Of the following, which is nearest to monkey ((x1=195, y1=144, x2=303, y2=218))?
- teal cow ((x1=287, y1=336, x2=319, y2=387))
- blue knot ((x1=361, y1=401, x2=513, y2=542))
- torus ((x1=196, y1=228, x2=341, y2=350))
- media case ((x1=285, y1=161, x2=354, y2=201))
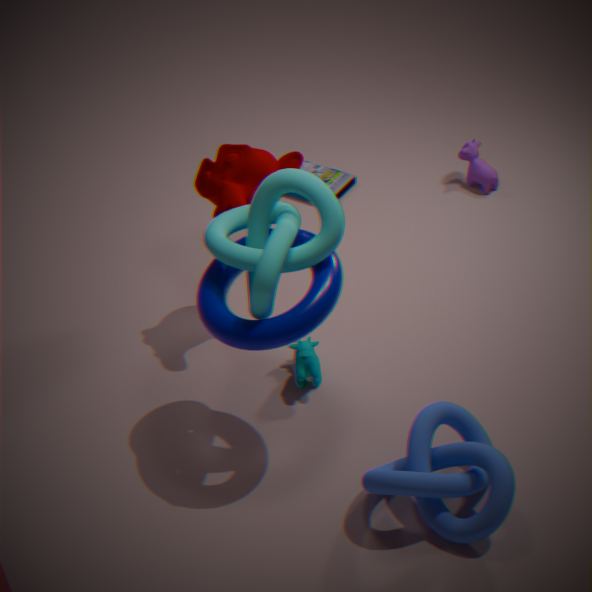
torus ((x1=196, y1=228, x2=341, y2=350))
